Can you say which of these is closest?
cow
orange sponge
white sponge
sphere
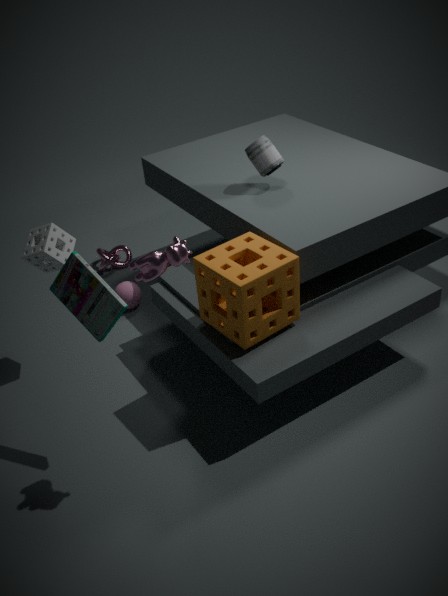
cow
